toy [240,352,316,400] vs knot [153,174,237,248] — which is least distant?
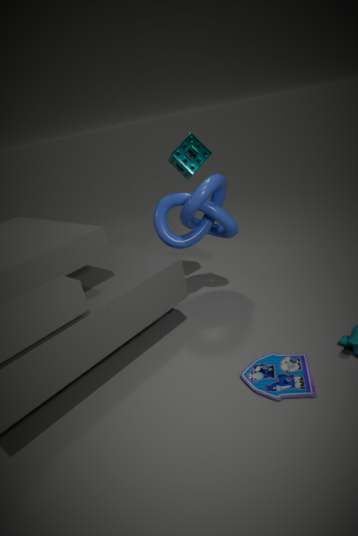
toy [240,352,316,400]
